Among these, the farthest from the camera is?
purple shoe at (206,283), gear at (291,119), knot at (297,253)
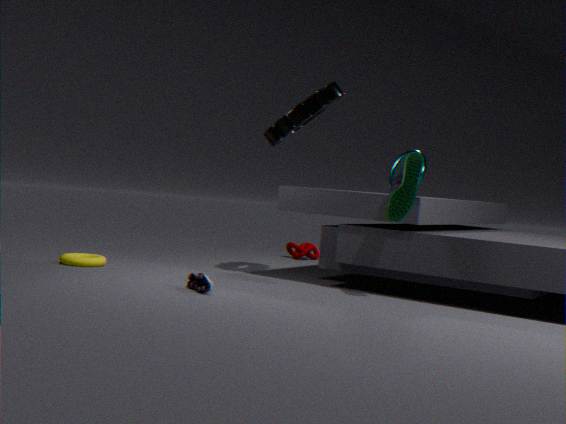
knot at (297,253)
